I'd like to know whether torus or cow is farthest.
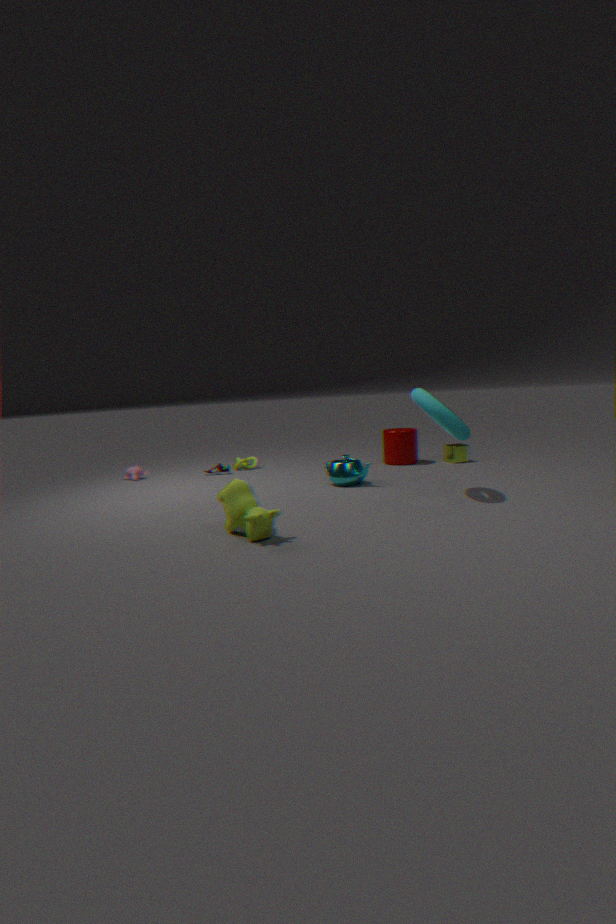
torus
